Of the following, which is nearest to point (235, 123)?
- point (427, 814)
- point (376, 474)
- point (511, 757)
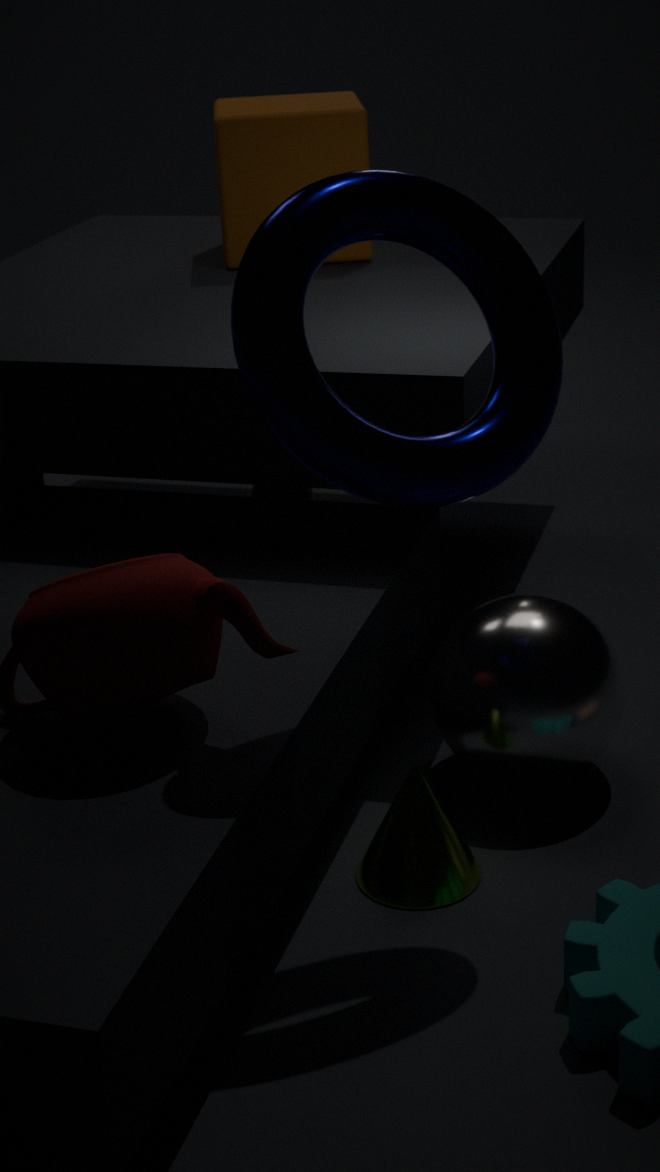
point (511, 757)
